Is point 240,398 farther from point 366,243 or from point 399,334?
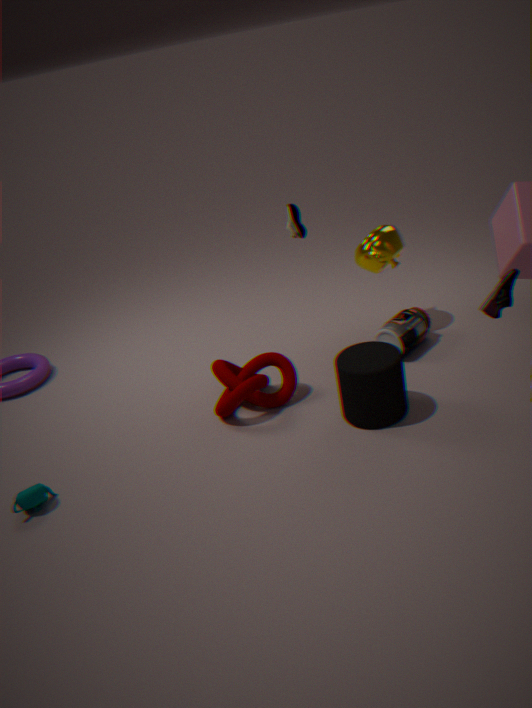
point 366,243
